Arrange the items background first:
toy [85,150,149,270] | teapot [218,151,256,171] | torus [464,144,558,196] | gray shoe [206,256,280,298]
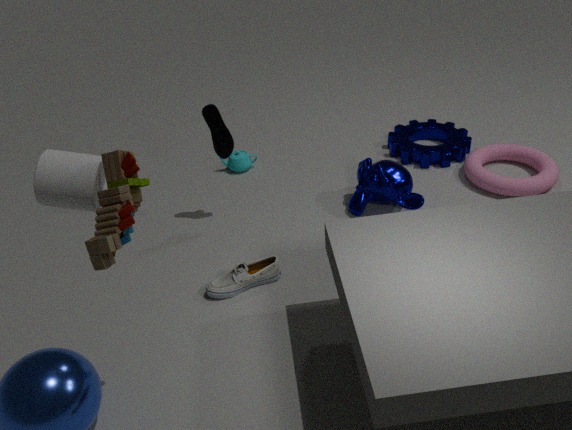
1. teapot [218,151,256,171]
2. torus [464,144,558,196]
3. gray shoe [206,256,280,298]
4. toy [85,150,149,270]
